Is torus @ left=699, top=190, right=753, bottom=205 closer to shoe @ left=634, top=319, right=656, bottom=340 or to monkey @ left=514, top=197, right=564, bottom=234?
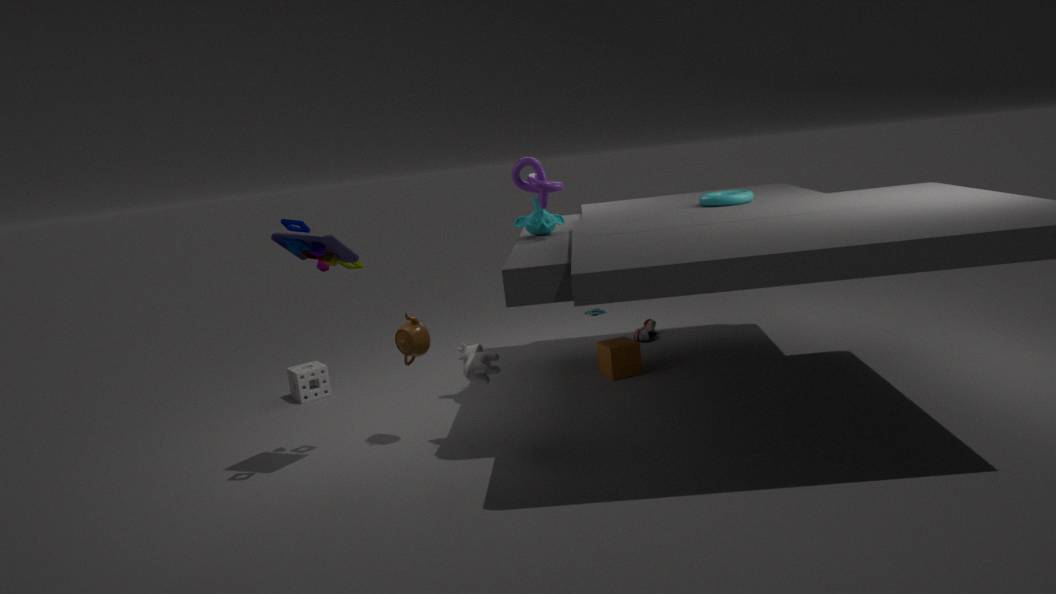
monkey @ left=514, top=197, right=564, bottom=234
